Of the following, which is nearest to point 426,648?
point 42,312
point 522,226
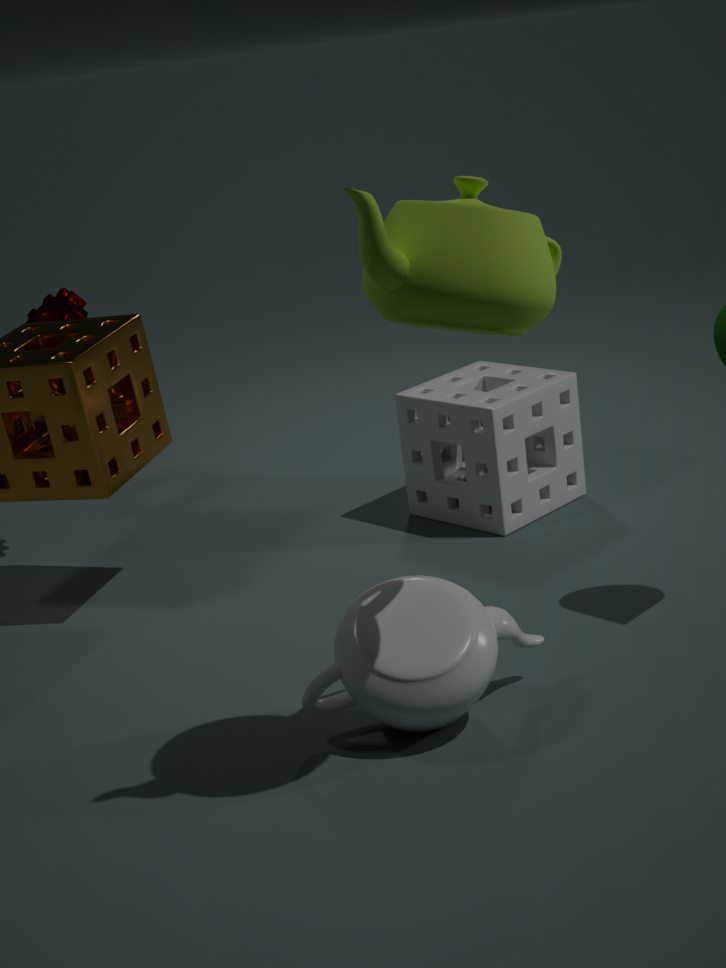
point 522,226
